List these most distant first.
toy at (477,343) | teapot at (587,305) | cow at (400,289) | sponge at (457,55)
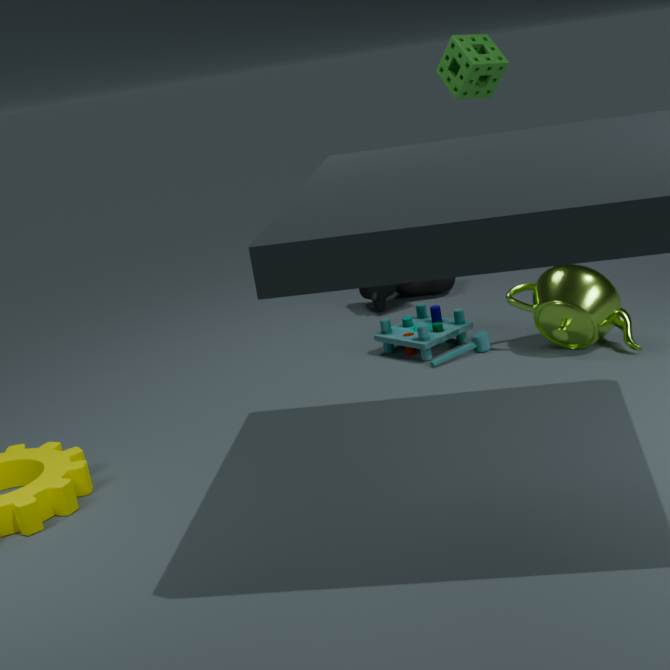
1. cow at (400,289)
2. sponge at (457,55)
3. toy at (477,343)
4. teapot at (587,305)
